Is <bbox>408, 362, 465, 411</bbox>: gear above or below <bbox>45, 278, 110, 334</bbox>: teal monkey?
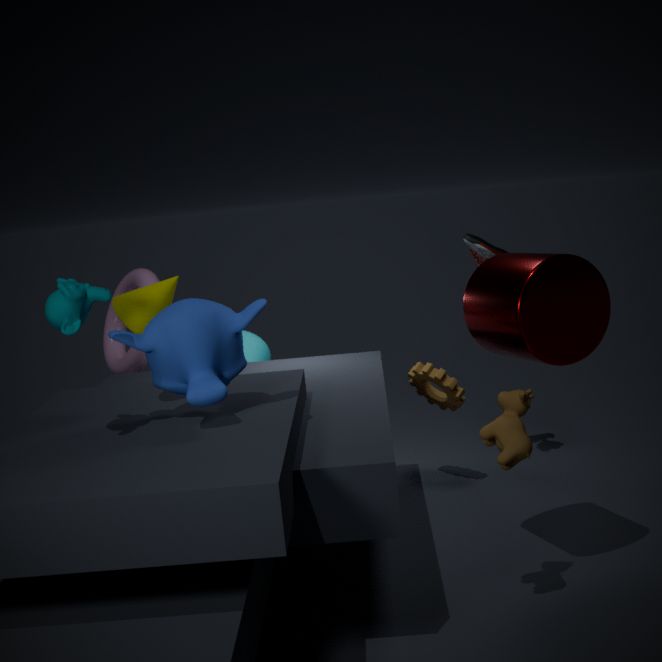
below
